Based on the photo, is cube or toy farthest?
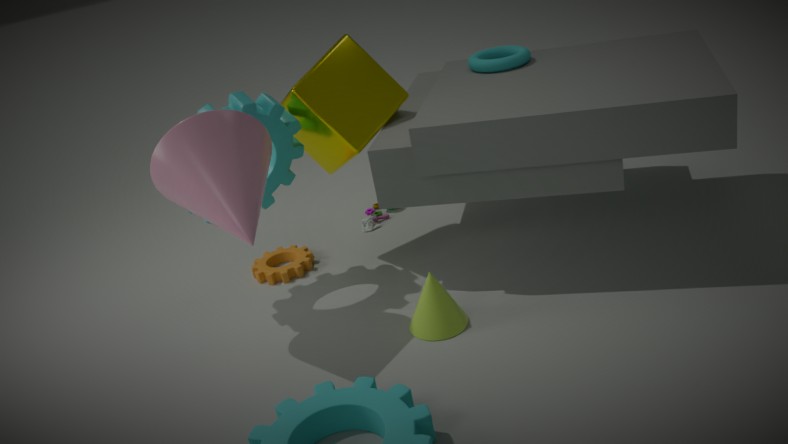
toy
